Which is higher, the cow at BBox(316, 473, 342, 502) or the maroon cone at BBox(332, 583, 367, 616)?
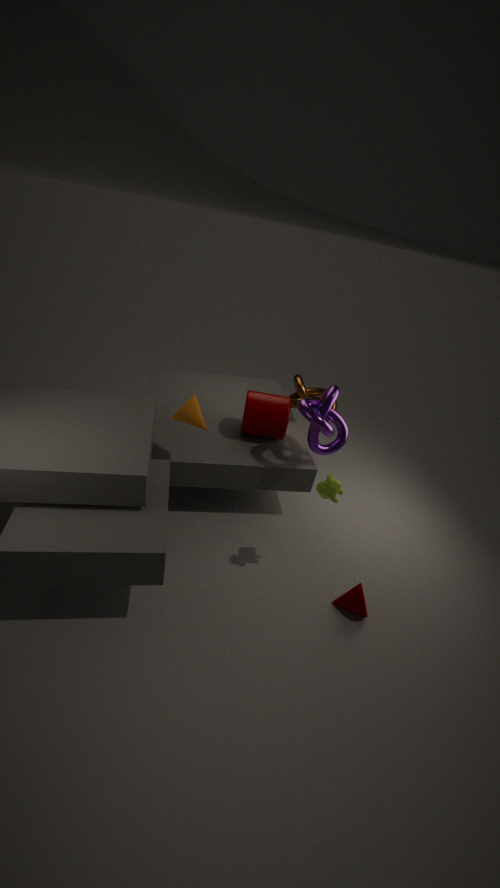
the cow at BBox(316, 473, 342, 502)
